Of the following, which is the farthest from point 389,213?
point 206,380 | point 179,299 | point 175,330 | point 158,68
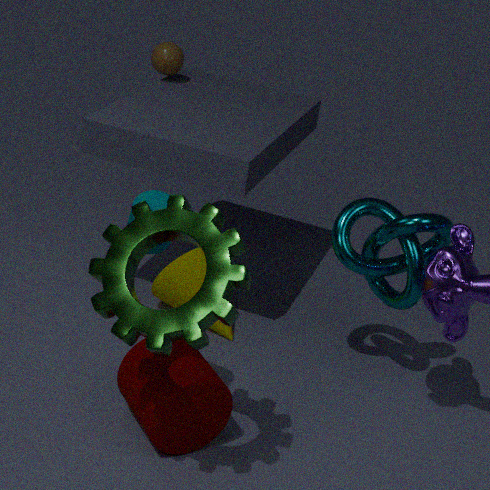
point 158,68
